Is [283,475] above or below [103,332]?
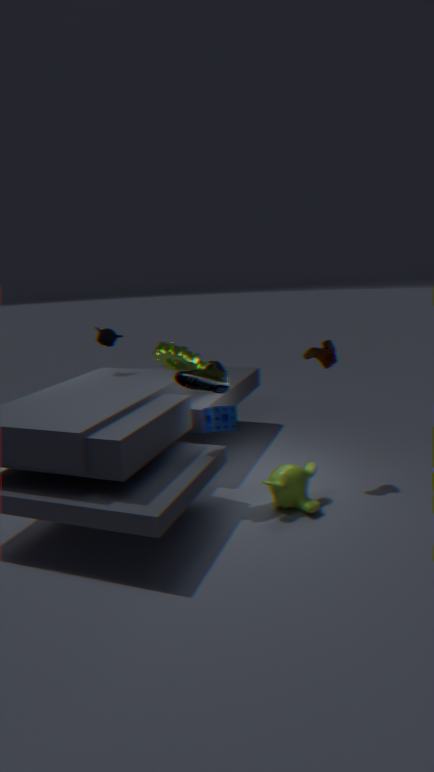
below
